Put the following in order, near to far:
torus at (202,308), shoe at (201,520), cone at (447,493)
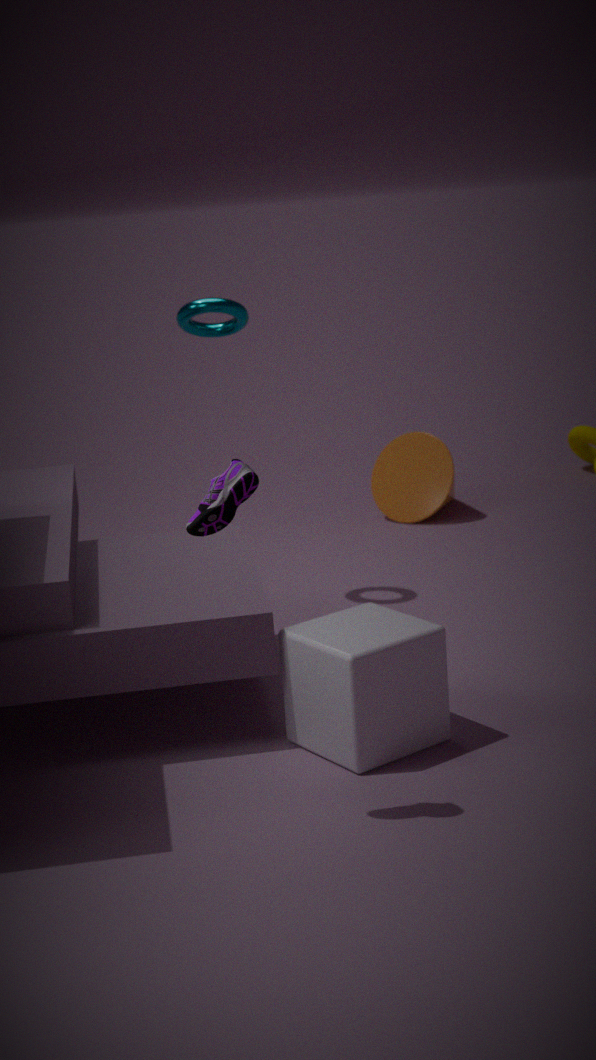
1. shoe at (201,520)
2. torus at (202,308)
3. cone at (447,493)
